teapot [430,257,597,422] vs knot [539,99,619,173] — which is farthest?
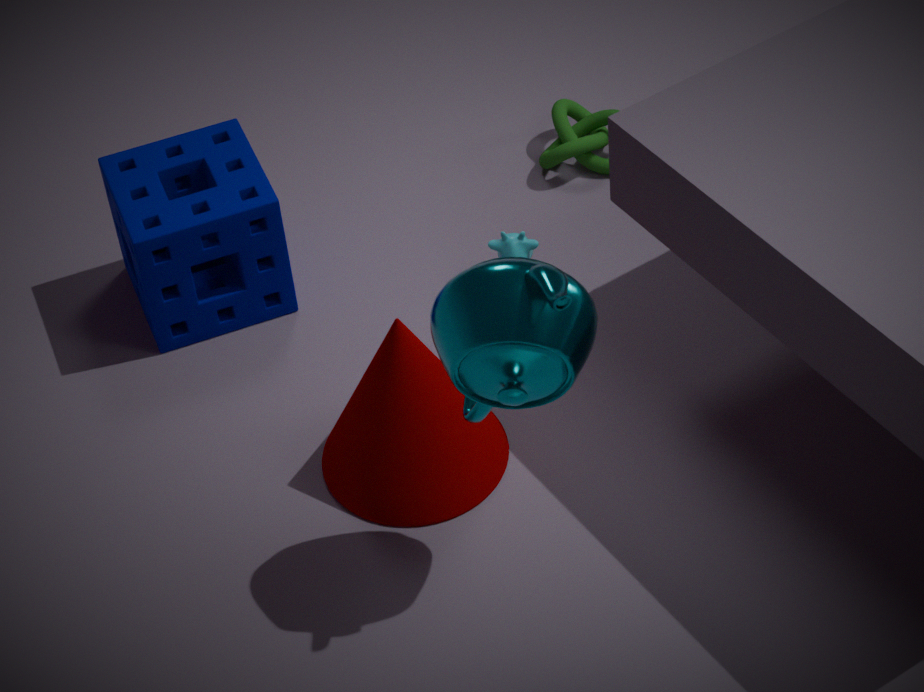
knot [539,99,619,173]
